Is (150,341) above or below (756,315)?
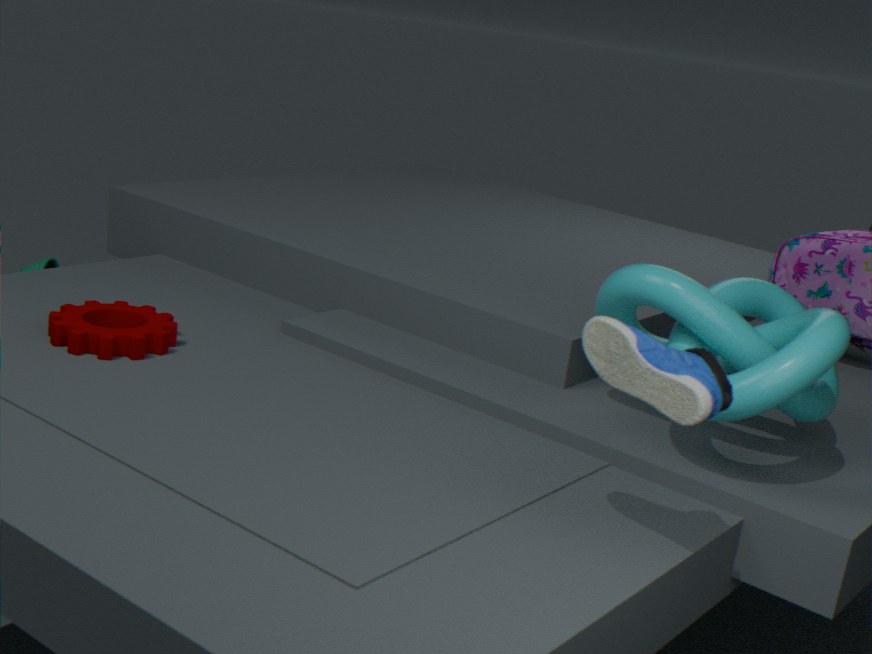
below
